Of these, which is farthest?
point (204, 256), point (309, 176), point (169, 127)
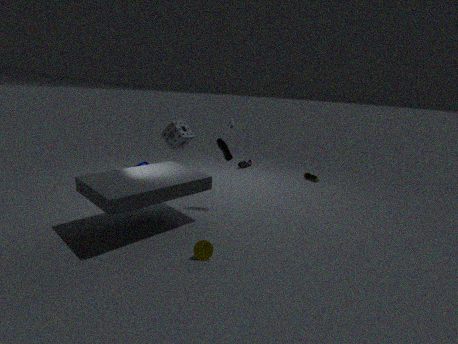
point (309, 176)
